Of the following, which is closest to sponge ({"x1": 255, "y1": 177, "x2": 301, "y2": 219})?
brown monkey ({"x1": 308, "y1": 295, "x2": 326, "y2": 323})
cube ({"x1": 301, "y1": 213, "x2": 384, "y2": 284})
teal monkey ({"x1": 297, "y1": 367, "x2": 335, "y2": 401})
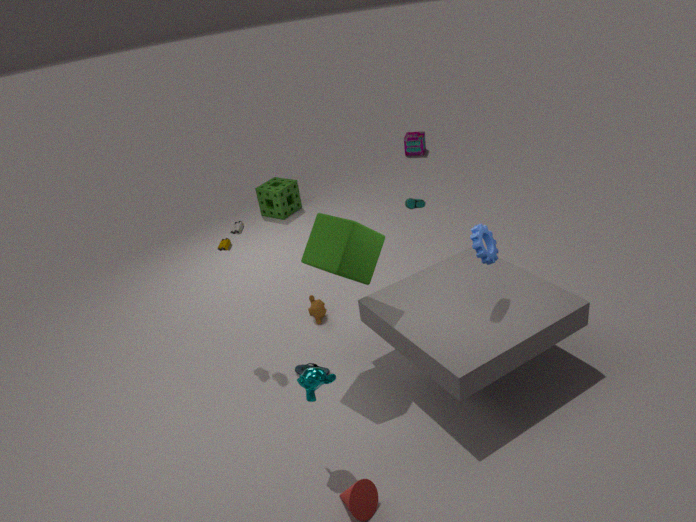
brown monkey ({"x1": 308, "y1": 295, "x2": 326, "y2": 323})
